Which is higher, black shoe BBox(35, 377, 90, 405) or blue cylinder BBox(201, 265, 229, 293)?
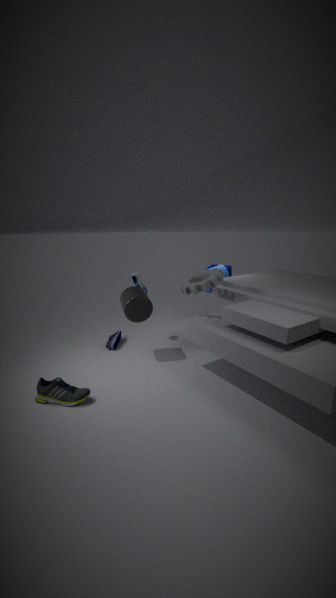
blue cylinder BBox(201, 265, 229, 293)
